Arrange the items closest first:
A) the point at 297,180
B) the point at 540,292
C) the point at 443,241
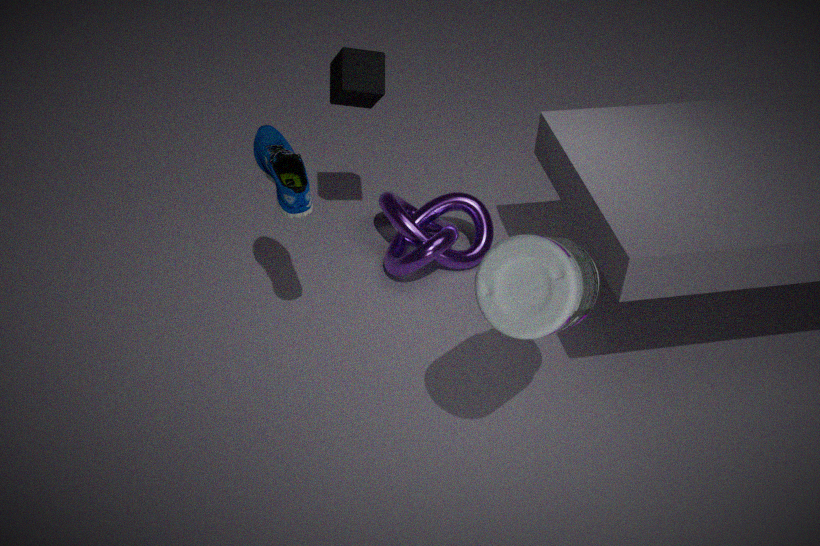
1. the point at 540,292
2. the point at 297,180
3. the point at 443,241
